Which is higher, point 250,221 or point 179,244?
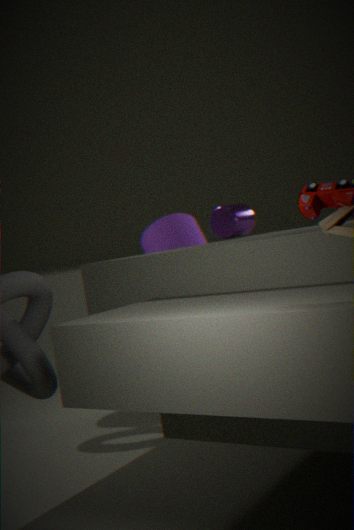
point 250,221
